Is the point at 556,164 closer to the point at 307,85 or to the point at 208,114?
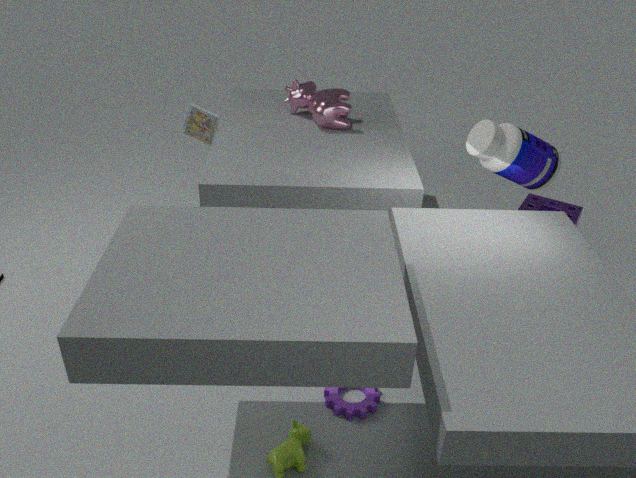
the point at 307,85
